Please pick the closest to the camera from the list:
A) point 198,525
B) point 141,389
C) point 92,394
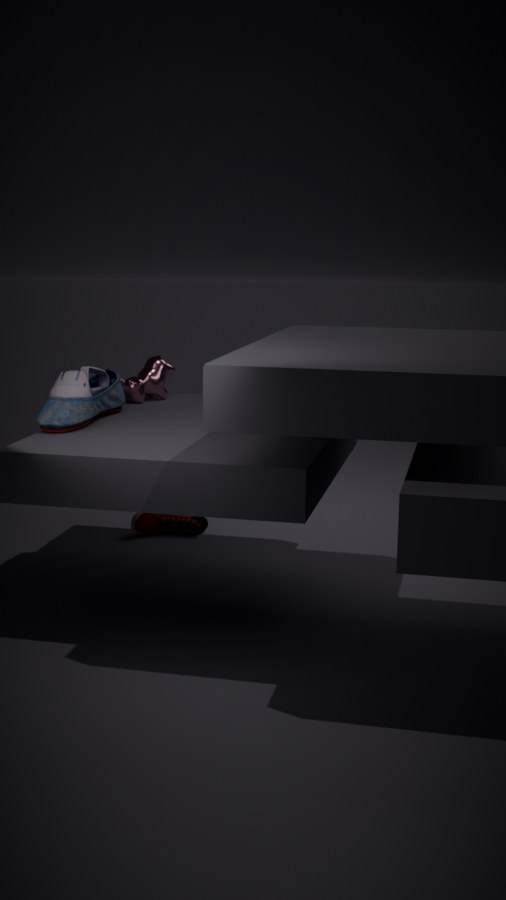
point 92,394
